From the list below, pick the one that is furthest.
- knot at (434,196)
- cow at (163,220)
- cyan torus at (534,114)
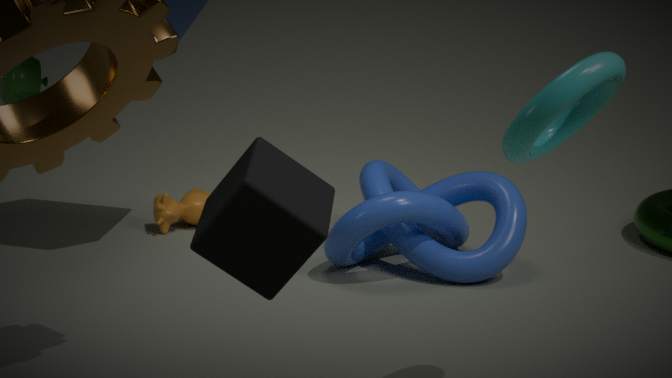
cow at (163,220)
